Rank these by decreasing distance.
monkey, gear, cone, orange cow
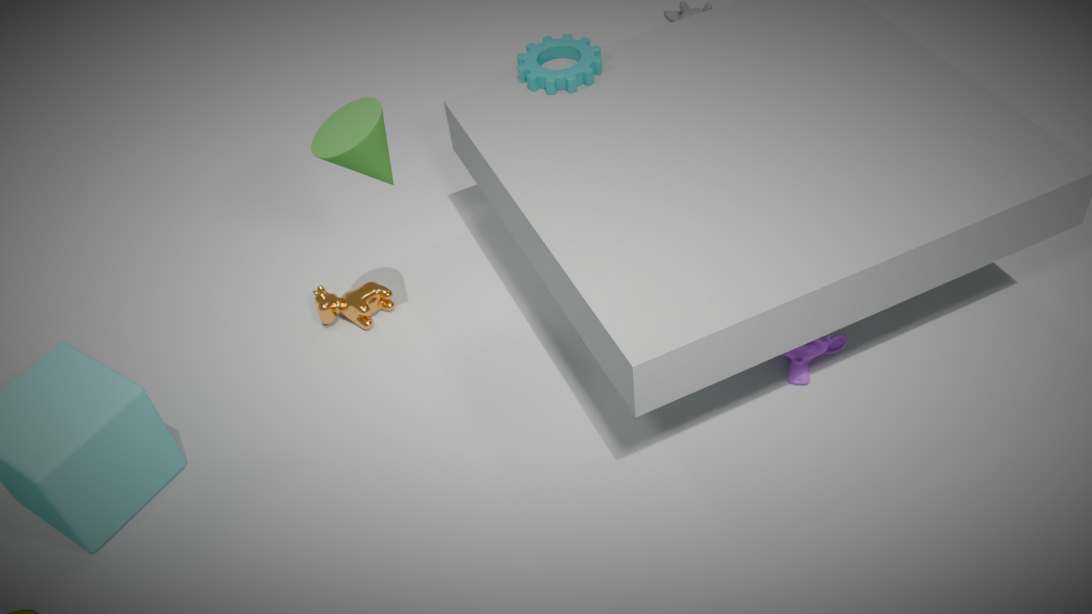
1. orange cow
2. gear
3. monkey
4. cone
